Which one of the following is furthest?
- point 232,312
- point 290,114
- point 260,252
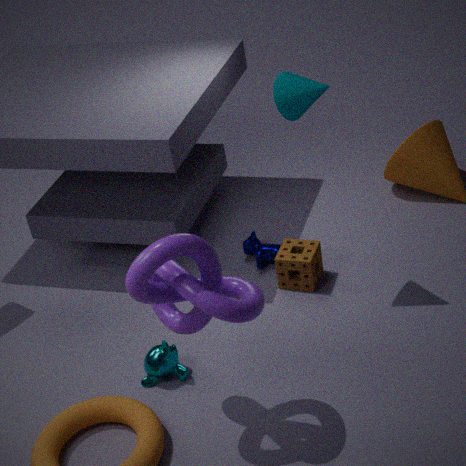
point 260,252
